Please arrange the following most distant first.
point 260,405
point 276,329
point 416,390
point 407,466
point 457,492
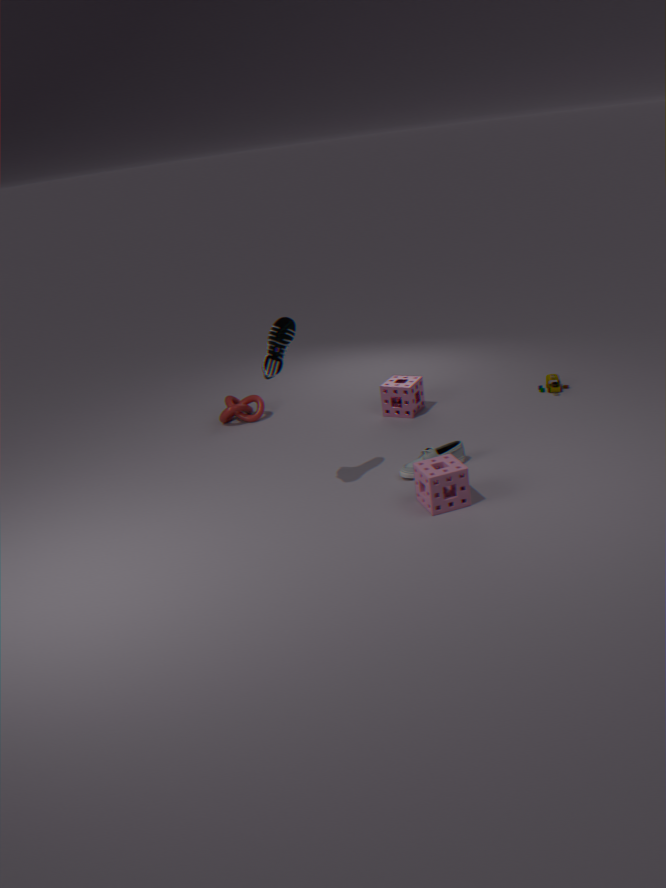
1. point 260,405
2. point 416,390
3. point 407,466
4. point 276,329
5. point 457,492
